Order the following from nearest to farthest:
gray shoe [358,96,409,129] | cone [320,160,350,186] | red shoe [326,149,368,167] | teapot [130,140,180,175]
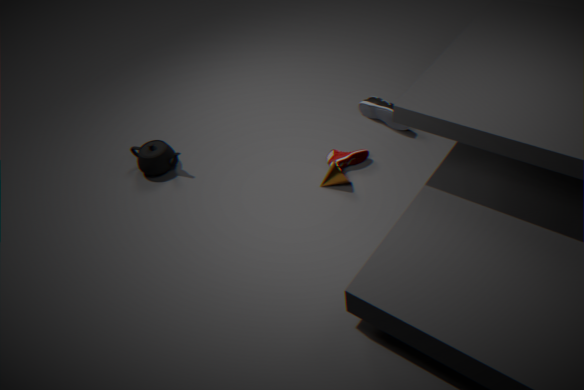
1. cone [320,160,350,186]
2. red shoe [326,149,368,167]
3. teapot [130,140,180,175]
4. gray shoe [358,96,409,129]
